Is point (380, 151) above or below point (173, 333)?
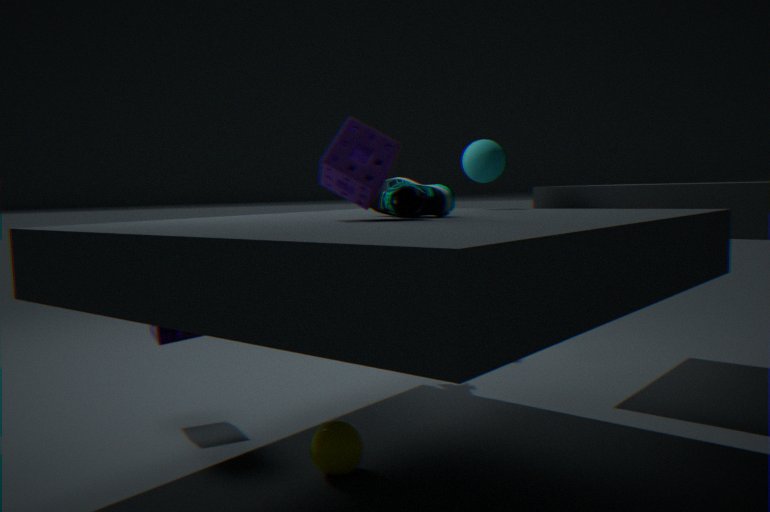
above
